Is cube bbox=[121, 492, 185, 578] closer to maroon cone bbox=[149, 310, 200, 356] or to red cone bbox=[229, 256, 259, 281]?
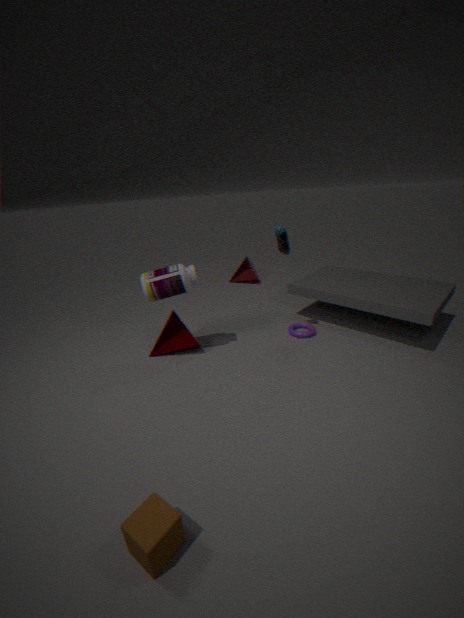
maroon cone bbox=[149, 310, 200, 356]
